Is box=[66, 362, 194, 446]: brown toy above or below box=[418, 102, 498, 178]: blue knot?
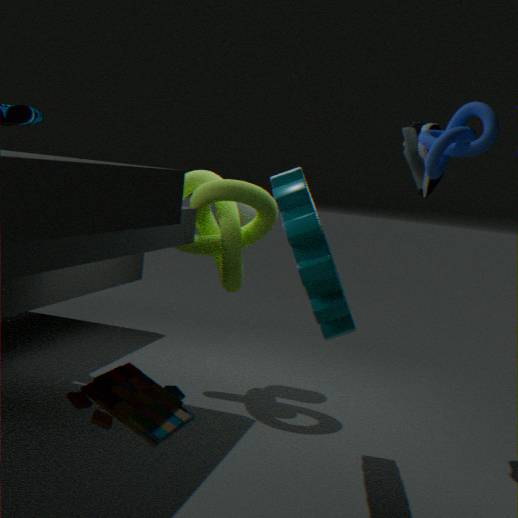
below
